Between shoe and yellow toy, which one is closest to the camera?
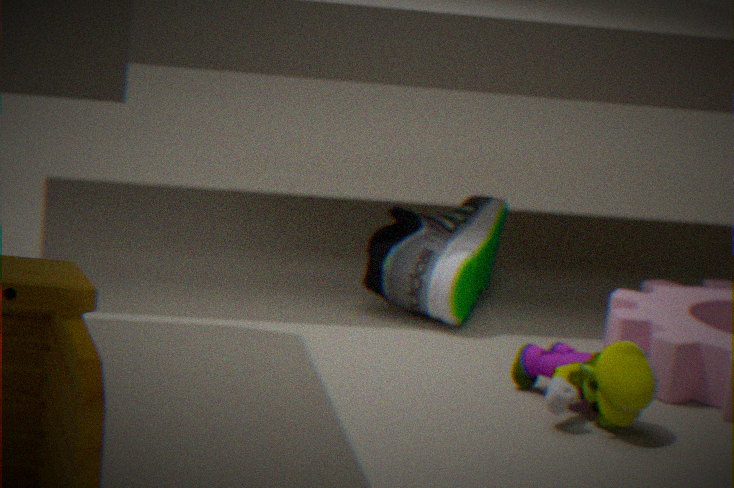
yellow toy
